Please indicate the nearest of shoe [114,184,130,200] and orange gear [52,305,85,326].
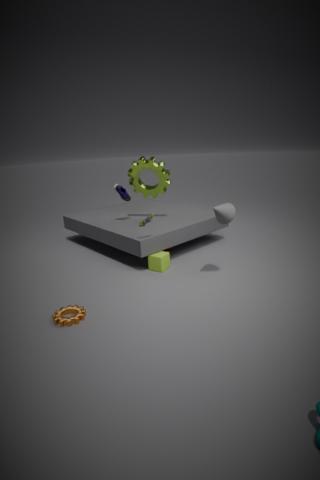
orange gear [52,305,85,326]
